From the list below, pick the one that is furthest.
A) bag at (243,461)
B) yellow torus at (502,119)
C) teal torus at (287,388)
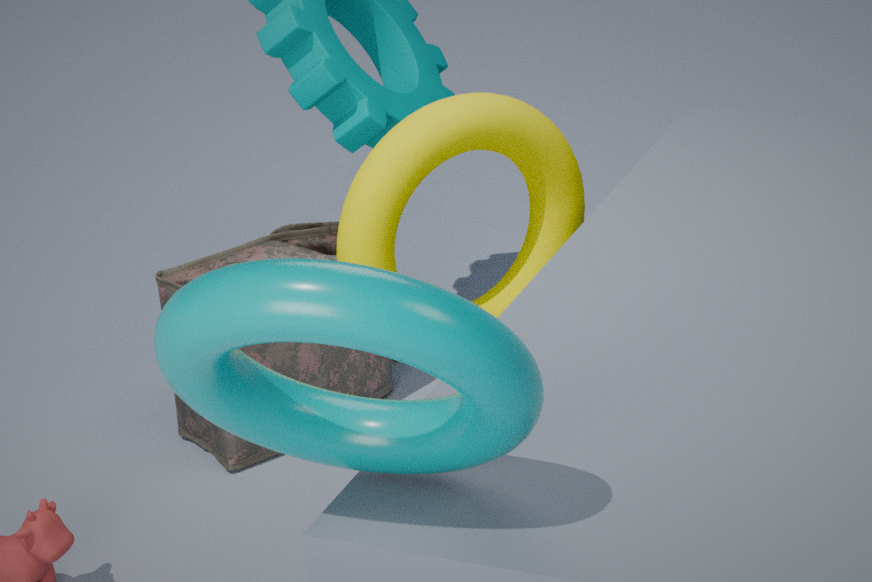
bag at (243,461)
